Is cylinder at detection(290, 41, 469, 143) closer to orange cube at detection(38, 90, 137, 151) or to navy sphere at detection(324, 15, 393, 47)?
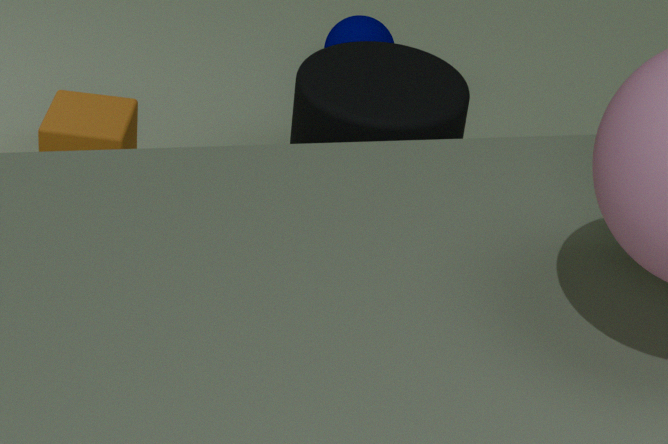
orange cube at detection(38, 90, 137, 151)
